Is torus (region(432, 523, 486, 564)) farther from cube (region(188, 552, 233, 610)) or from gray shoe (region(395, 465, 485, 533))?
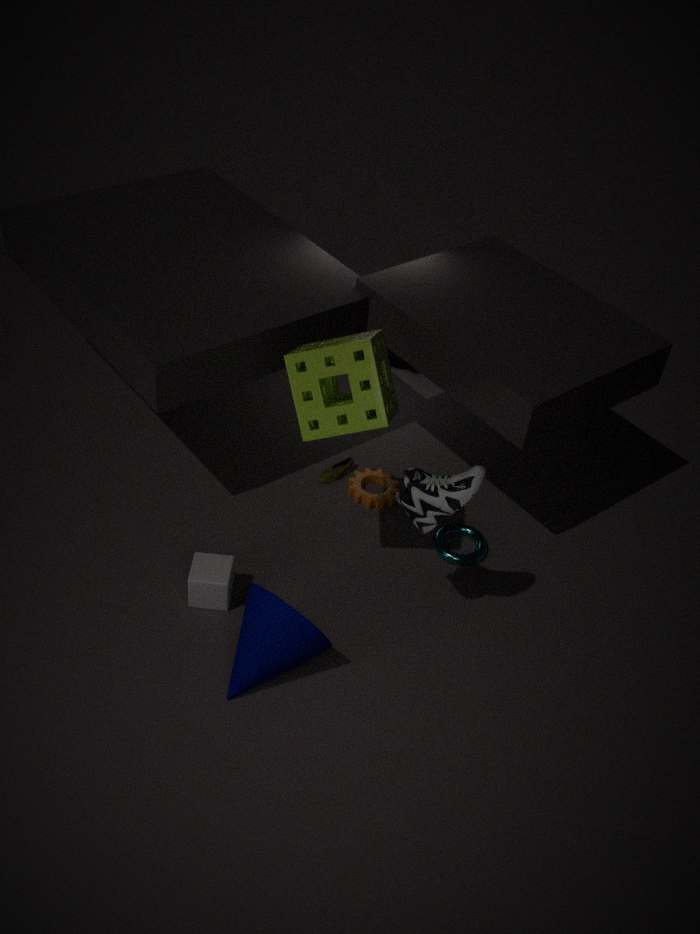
cube (region(188, 552, 233, 610))
